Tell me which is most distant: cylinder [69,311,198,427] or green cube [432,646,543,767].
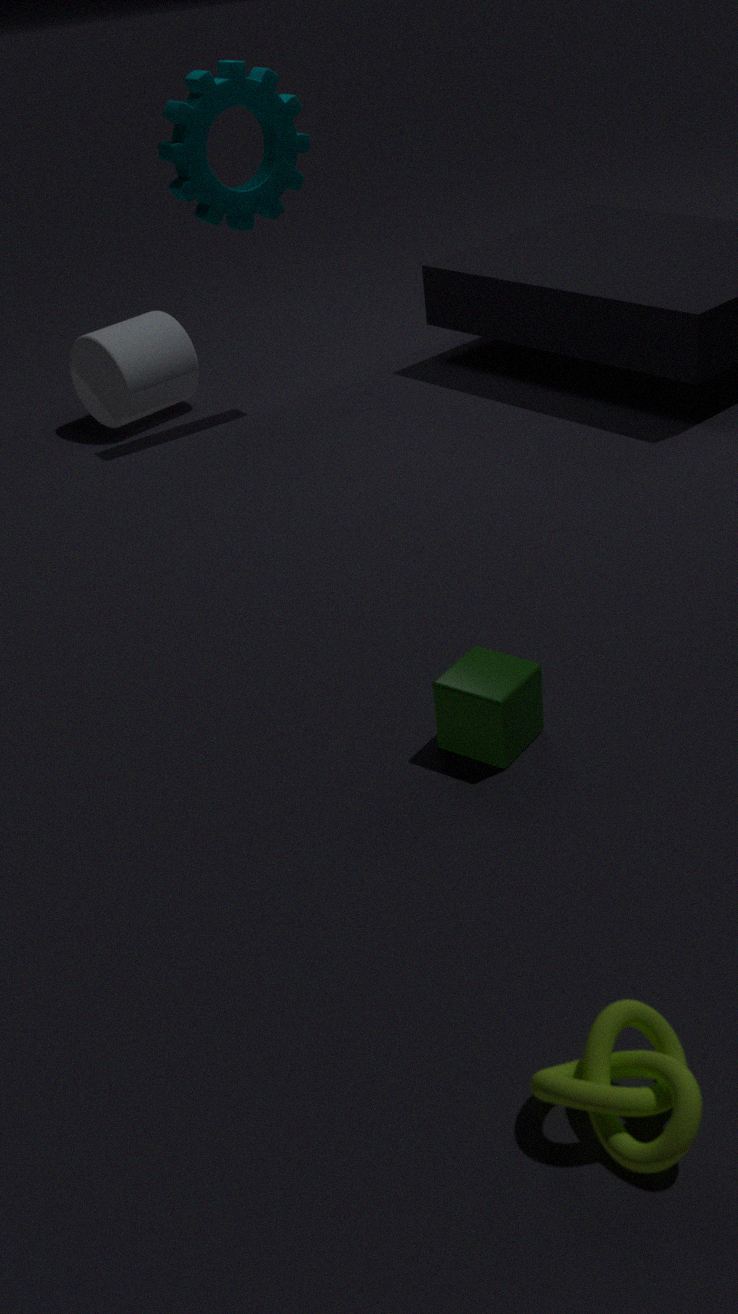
cylinder [69,311,198,427]
